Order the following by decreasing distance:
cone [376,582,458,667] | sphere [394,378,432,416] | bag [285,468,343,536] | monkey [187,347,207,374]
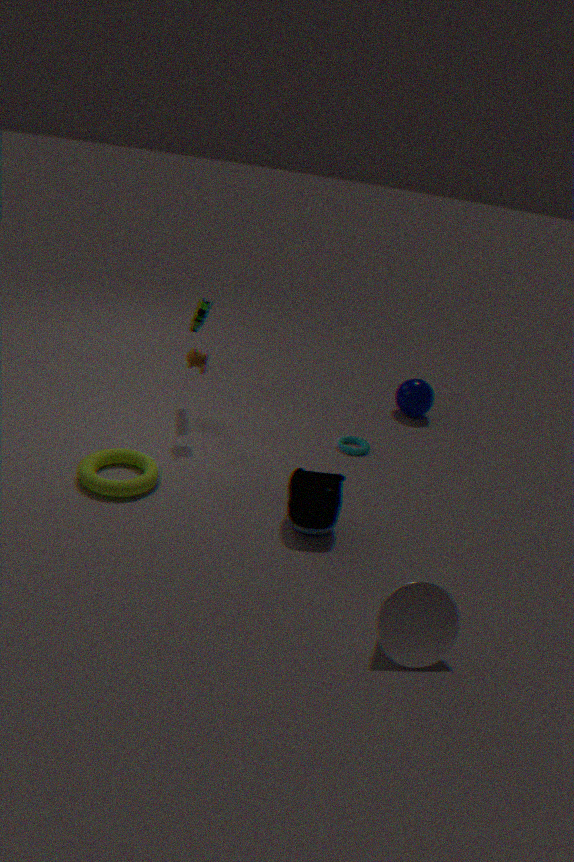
sphere [394,378,432,416] → monkey [187,347,207,374] → bag [285,468,343,536] → cone [376,582,458,667]
